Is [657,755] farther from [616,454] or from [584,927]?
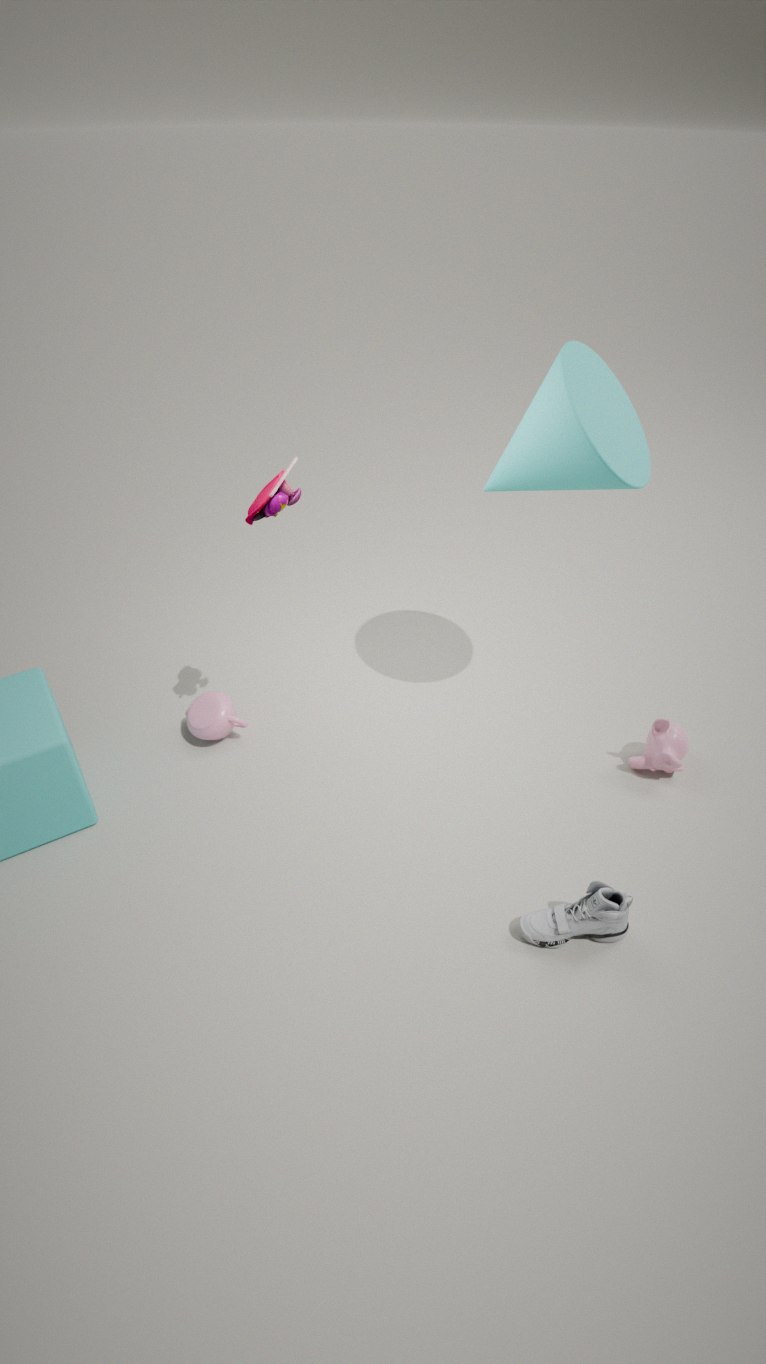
[616,454]
